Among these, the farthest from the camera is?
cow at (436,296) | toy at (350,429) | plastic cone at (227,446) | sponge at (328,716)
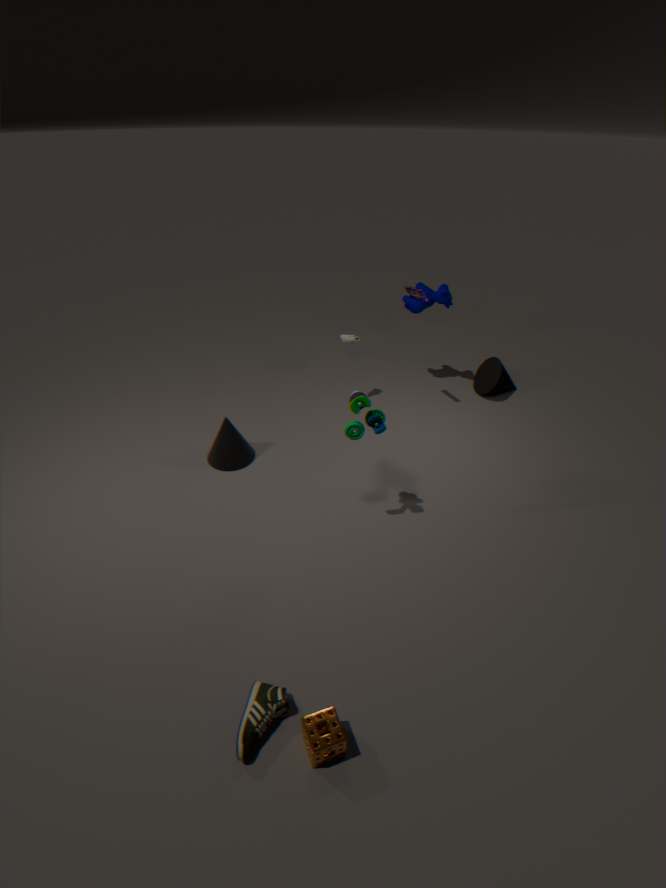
cow at (436,296)
